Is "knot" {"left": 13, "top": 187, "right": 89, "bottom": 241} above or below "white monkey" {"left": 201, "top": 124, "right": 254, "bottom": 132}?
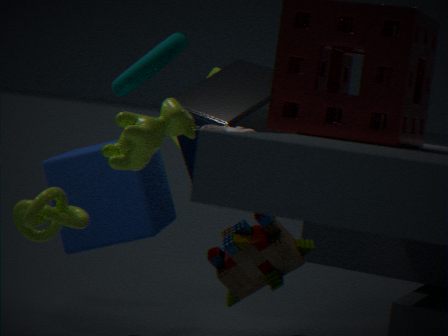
below
